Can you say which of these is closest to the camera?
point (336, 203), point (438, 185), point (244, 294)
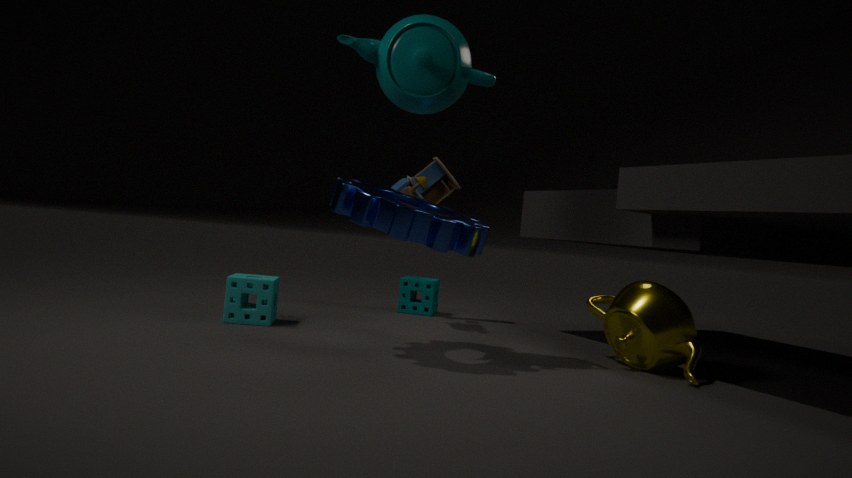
point (336, 203)
